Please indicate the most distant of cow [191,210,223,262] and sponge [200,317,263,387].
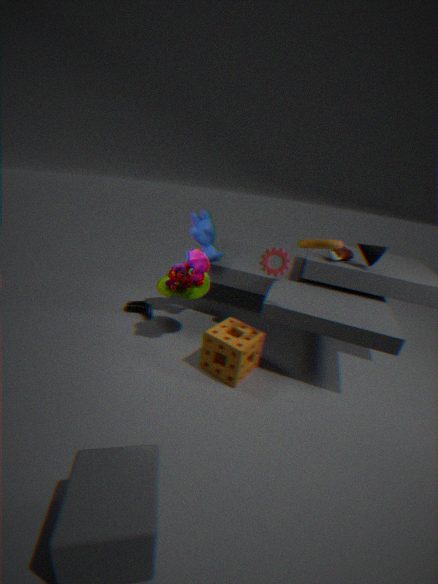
cow [191,210,223,262]
